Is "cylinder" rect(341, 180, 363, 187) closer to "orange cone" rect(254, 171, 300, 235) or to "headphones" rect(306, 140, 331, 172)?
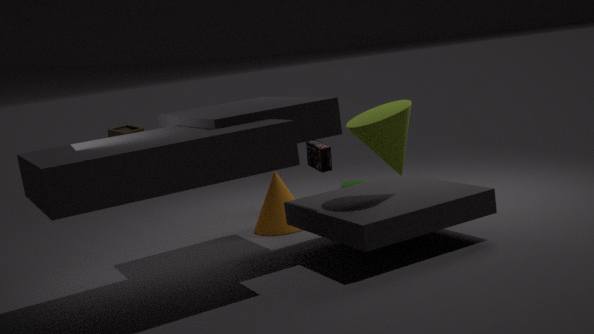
"headphones" rect(306, 140, 331, 172)
